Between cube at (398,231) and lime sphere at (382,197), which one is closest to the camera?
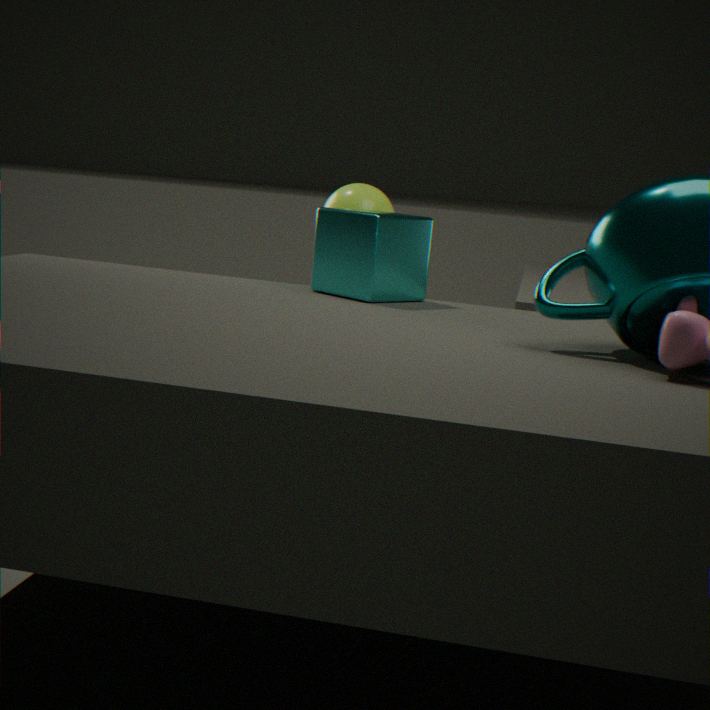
cube at (398,231)
